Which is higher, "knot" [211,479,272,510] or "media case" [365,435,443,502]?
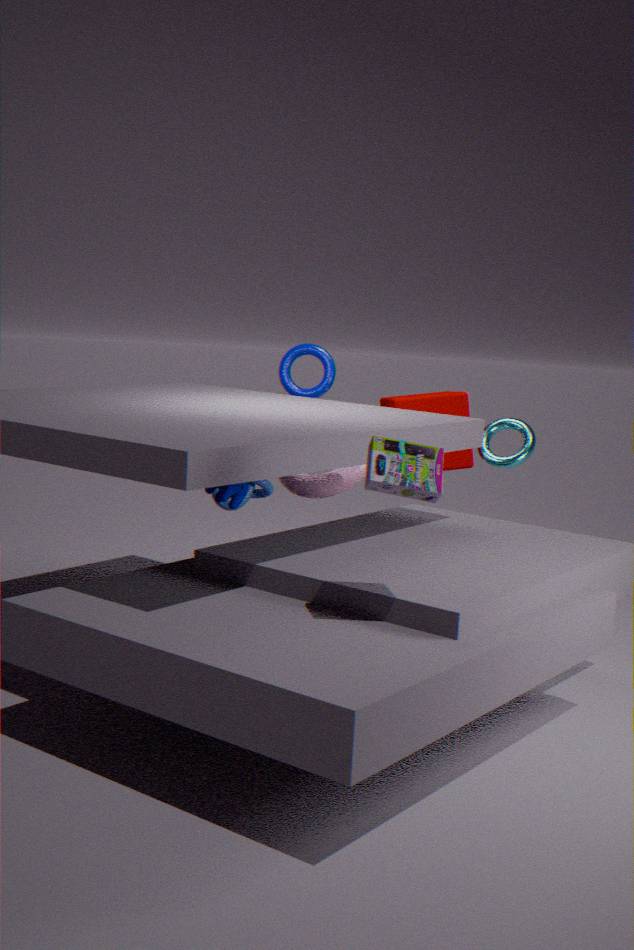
"media case" [365,435,443,502]
